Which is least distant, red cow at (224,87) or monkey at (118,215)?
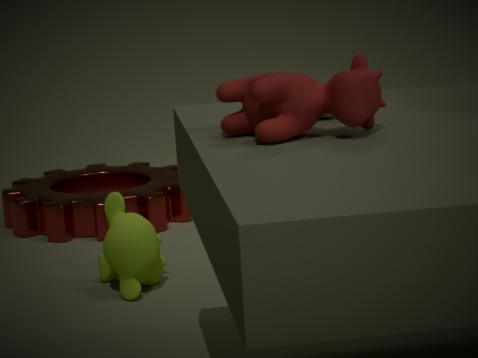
red cow at (224,87)
